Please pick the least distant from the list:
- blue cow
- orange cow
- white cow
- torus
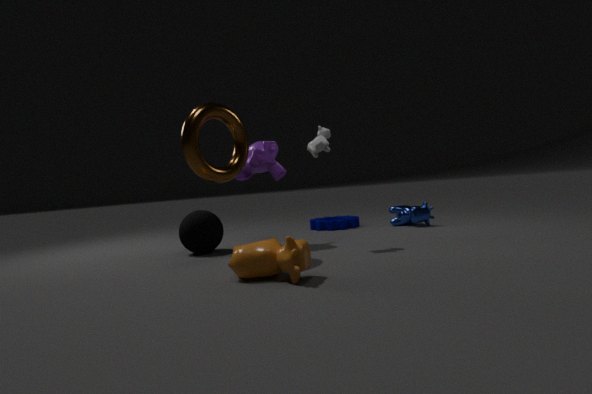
orange cow
